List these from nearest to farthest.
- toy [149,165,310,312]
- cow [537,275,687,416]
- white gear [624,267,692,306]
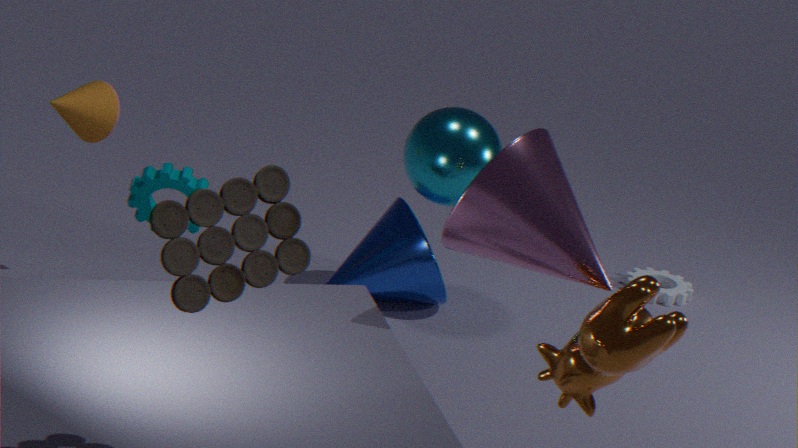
toy [149,165,310,312]
cow [537,275,687,416]
white gear [624,267,692,306]
